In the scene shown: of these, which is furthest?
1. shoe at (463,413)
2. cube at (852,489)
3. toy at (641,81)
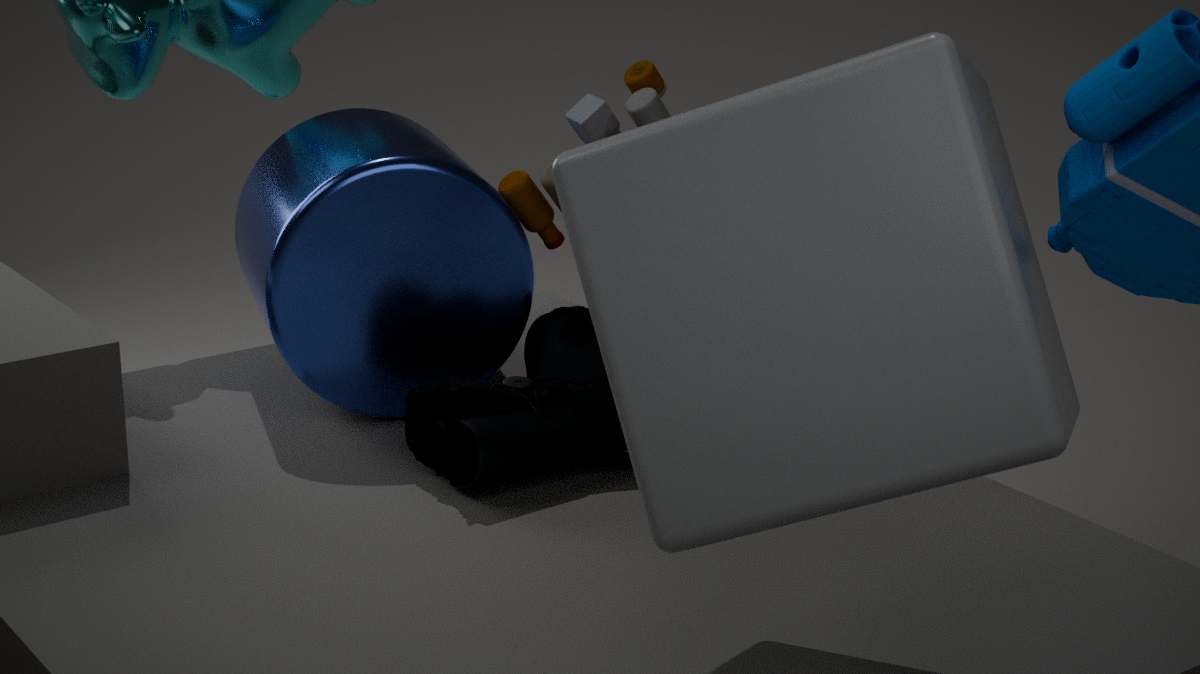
toy at (641,81)
